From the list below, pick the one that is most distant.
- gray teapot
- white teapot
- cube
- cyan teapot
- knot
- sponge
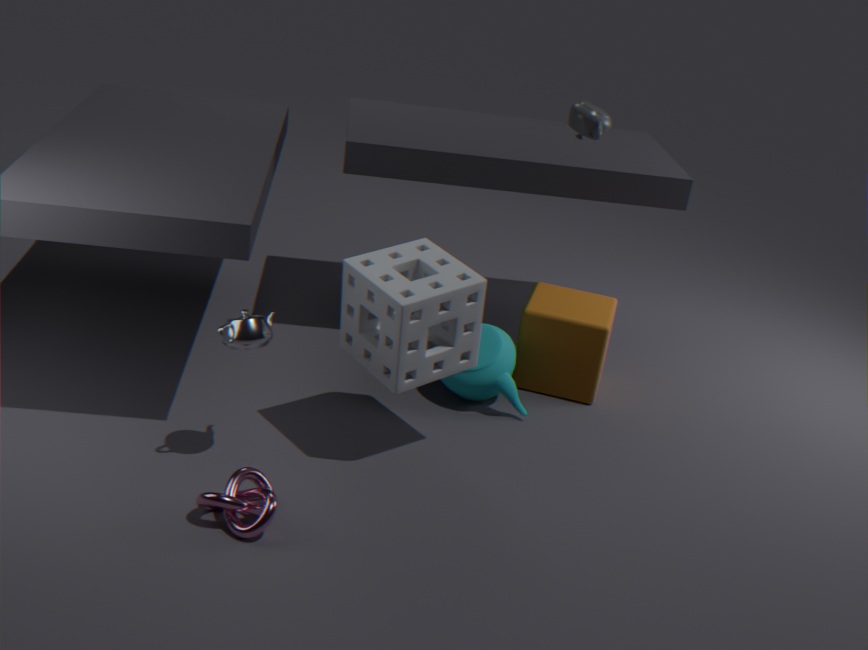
cube
